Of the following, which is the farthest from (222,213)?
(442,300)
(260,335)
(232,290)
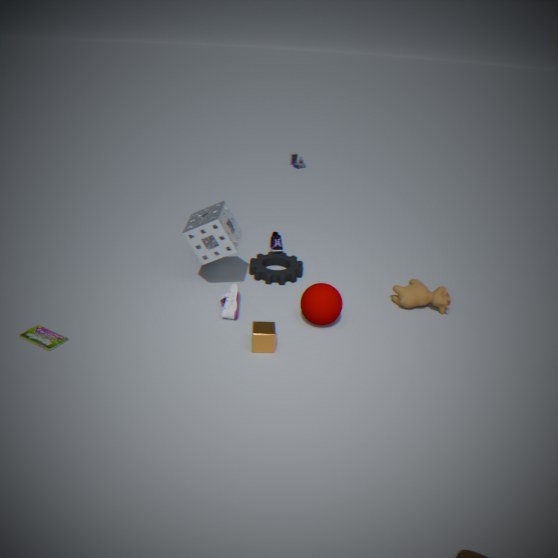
(442,300)
